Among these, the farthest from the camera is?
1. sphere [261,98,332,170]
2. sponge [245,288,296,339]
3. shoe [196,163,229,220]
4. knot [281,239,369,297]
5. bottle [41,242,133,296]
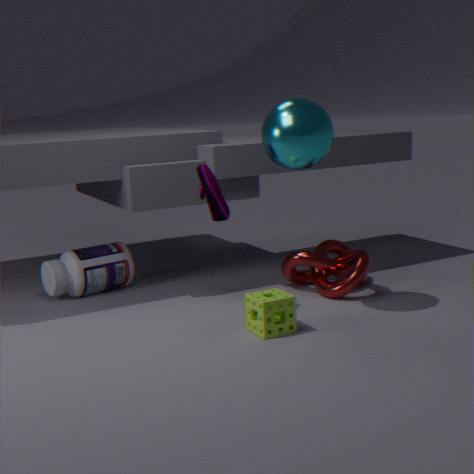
bottle [41,242,133,296]
